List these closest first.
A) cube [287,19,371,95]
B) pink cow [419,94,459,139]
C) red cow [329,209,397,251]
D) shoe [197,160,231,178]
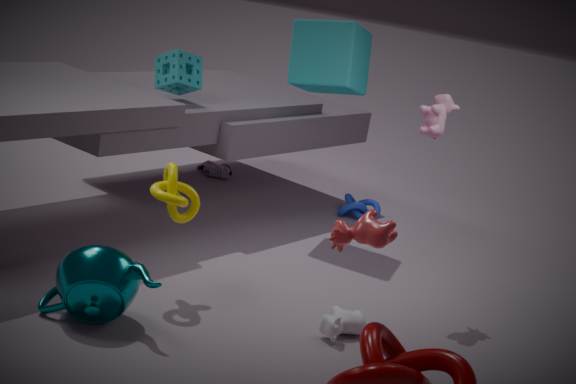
red cow [329,209,397,251] < pink cow [419,94,459,139] < cube [287,19,371,95] < shoe [197,160,231,178]
